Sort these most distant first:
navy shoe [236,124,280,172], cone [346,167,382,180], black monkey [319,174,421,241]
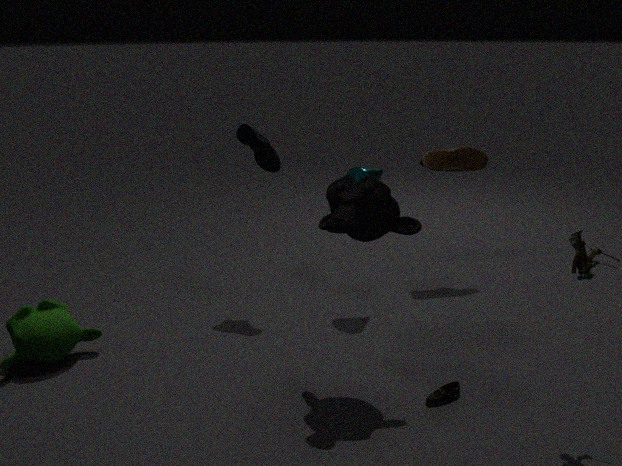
cone [346,167,382,180] < navy shoe [236,124,280,172] < black monkey [319,174,421,241]
